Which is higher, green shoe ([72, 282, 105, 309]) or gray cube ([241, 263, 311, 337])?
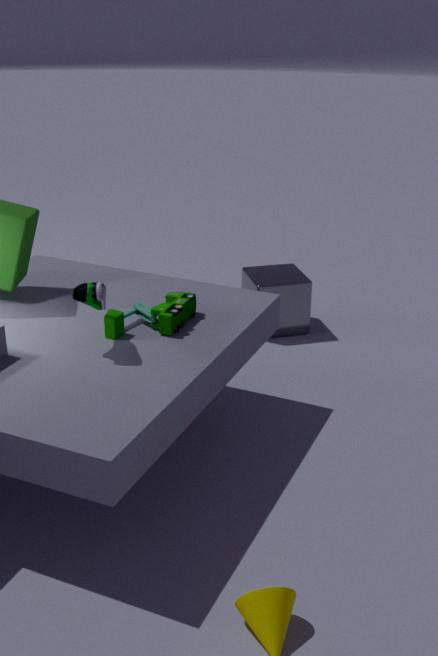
green shoe ([72, 282, 105, 309])
